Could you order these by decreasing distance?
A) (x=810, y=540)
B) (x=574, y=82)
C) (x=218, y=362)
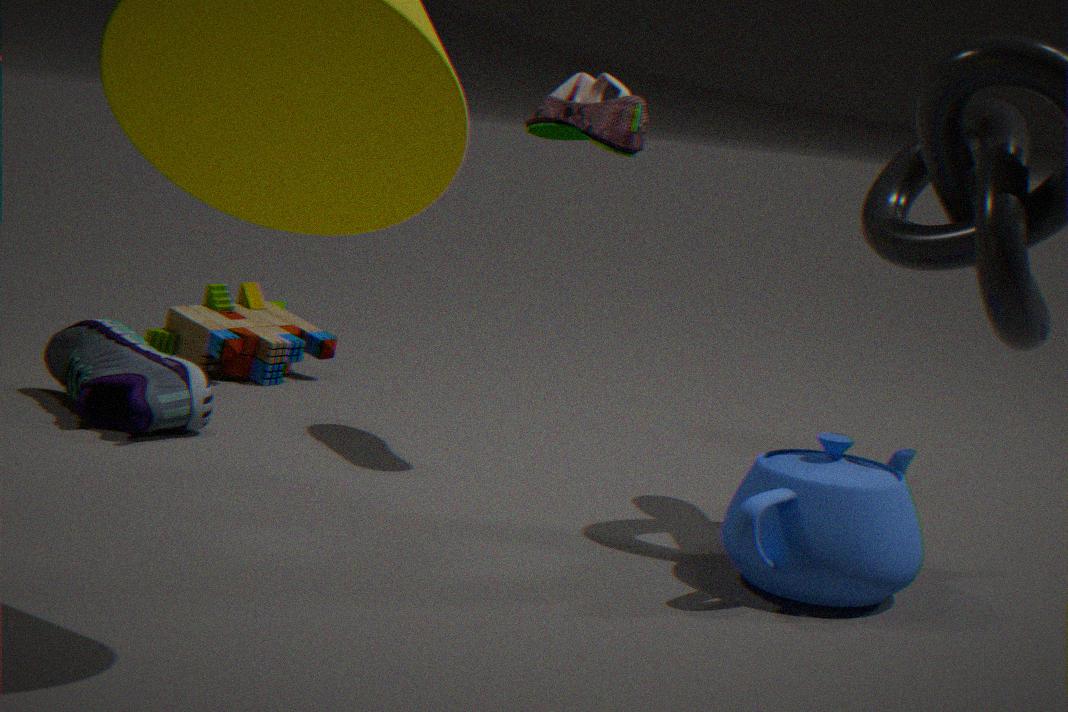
(x=218, y=362) → (x=574, y=82) → (x=810, y=540)
